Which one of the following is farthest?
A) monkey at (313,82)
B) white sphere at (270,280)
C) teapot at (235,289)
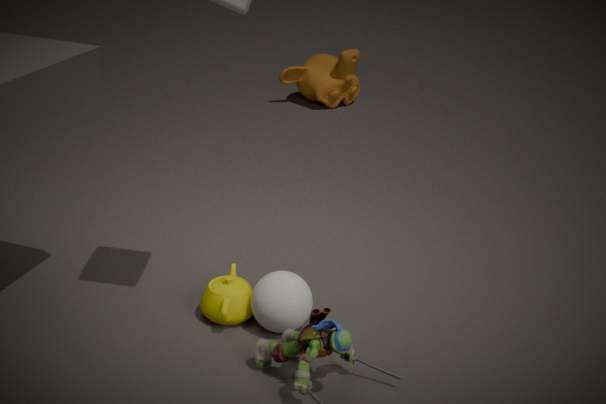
monkey at (313,82)
